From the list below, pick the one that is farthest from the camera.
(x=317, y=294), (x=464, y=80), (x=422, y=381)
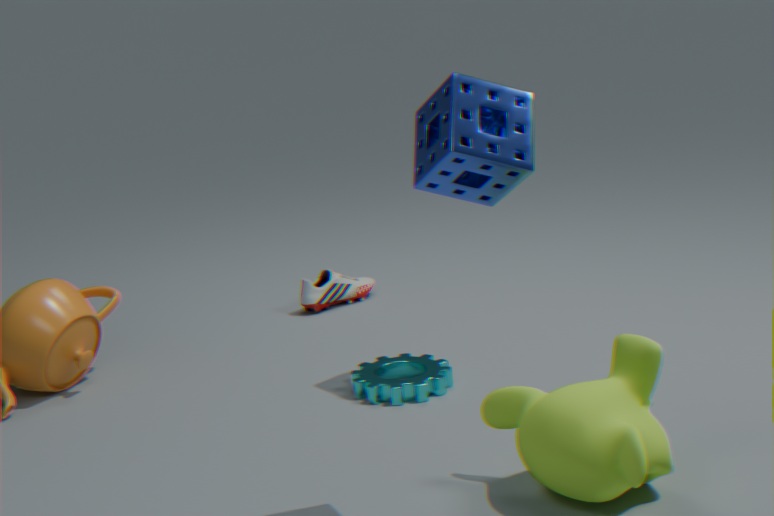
(x=317, y=294)
